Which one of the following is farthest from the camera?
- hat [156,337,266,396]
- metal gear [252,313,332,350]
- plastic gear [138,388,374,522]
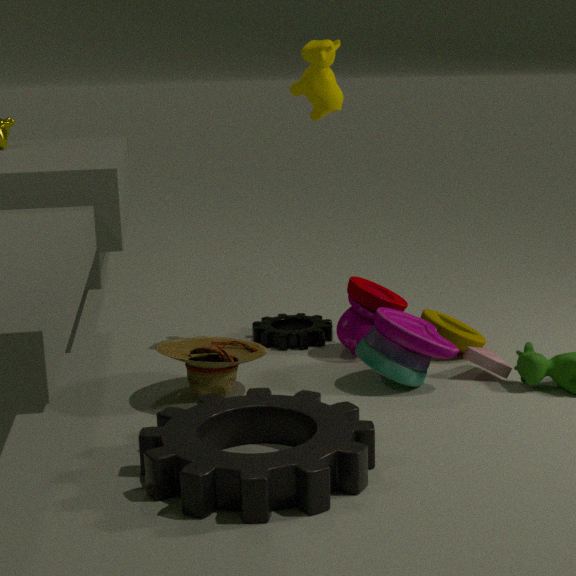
metal gear [252,313,332,350]
